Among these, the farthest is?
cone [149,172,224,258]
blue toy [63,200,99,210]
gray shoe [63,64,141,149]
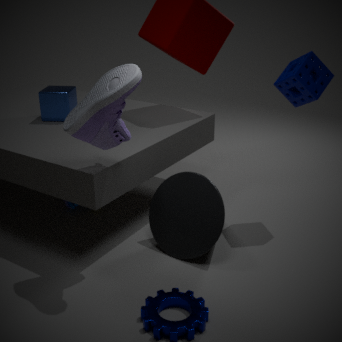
blue toy [63,200,99,210]
